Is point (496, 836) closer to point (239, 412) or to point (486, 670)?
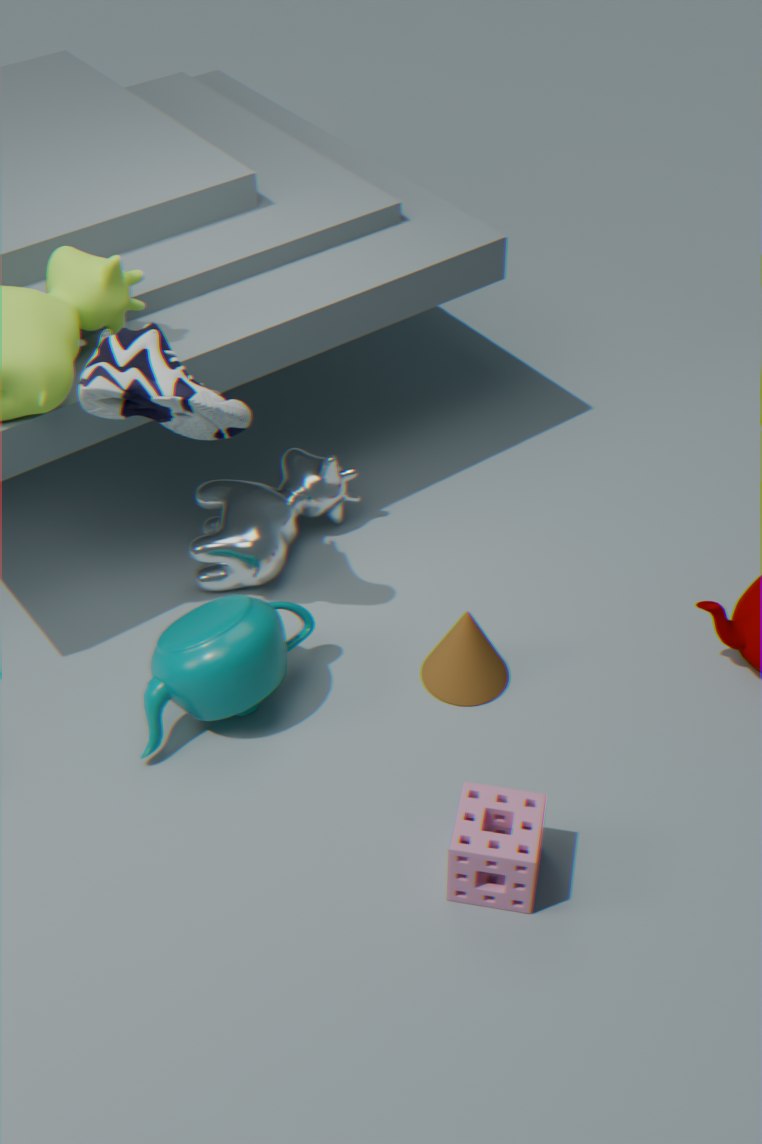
point (486, 670)
